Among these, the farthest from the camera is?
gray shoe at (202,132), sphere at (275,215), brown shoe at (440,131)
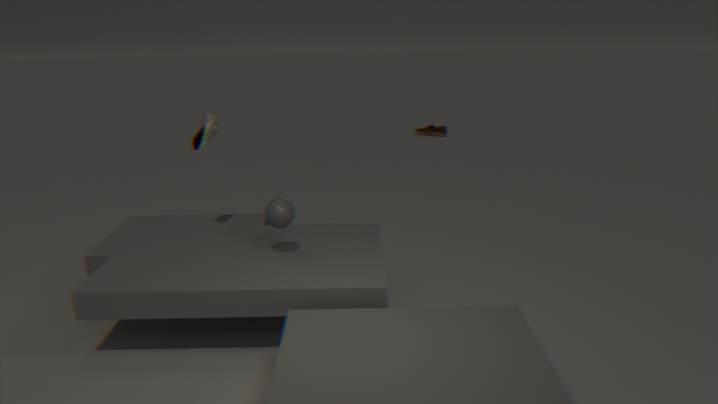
brown shoe at (440,131)
